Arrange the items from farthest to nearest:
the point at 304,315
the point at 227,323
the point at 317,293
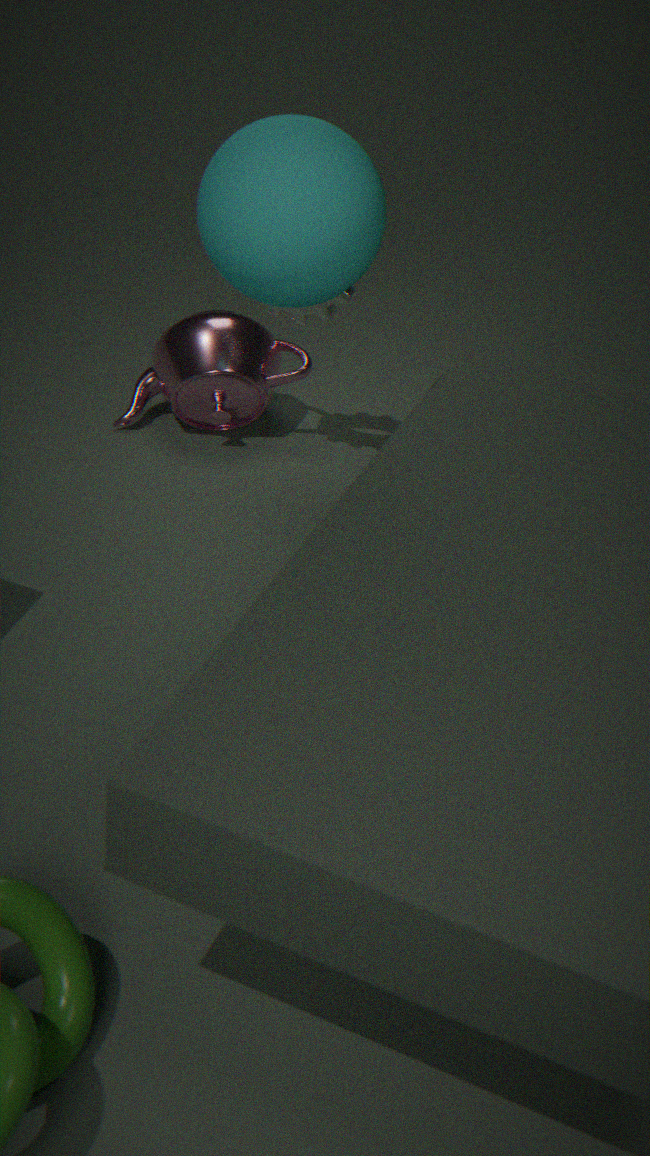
1. the point at 227,323
2. the point at 304,315
3. the point at 317,293
